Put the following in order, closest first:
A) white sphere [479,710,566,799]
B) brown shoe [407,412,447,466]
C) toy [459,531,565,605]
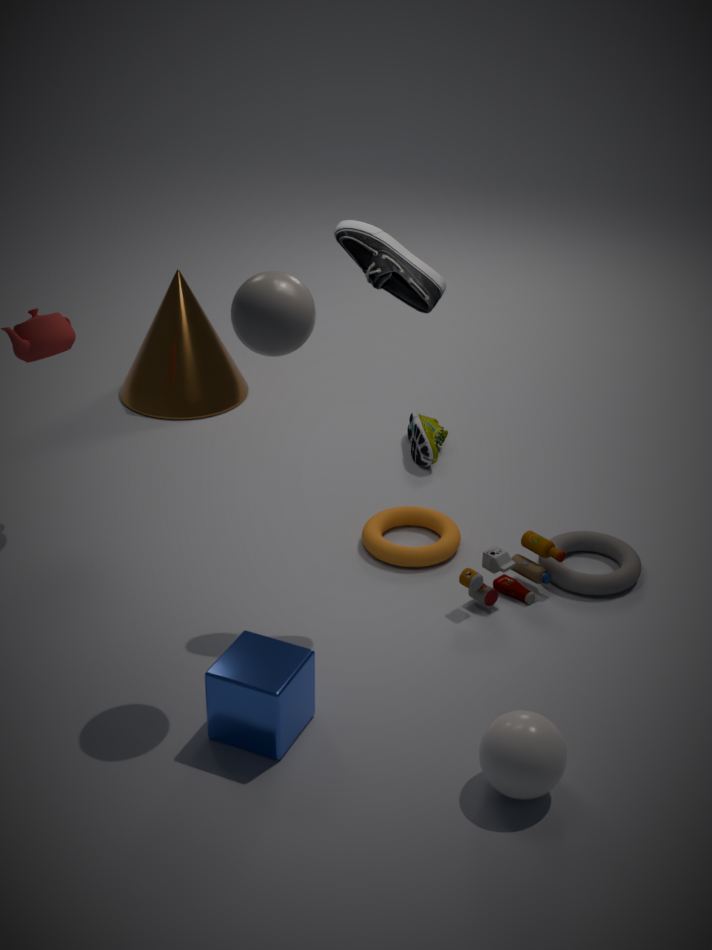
white sphere [479,710,566,799] → toy [459,531,565,605] → brown shoe [407,412,447,466]
